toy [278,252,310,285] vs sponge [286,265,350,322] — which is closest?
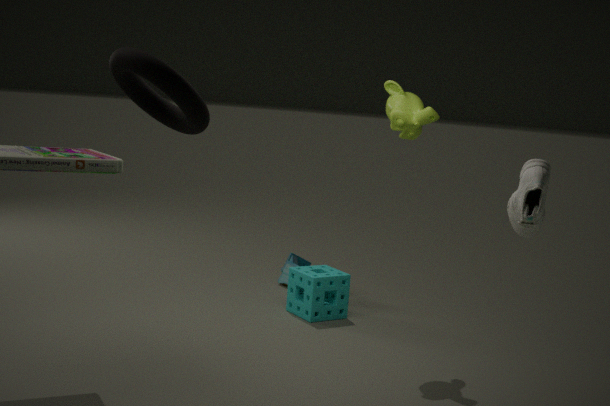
sponge [286,265,350,322]
